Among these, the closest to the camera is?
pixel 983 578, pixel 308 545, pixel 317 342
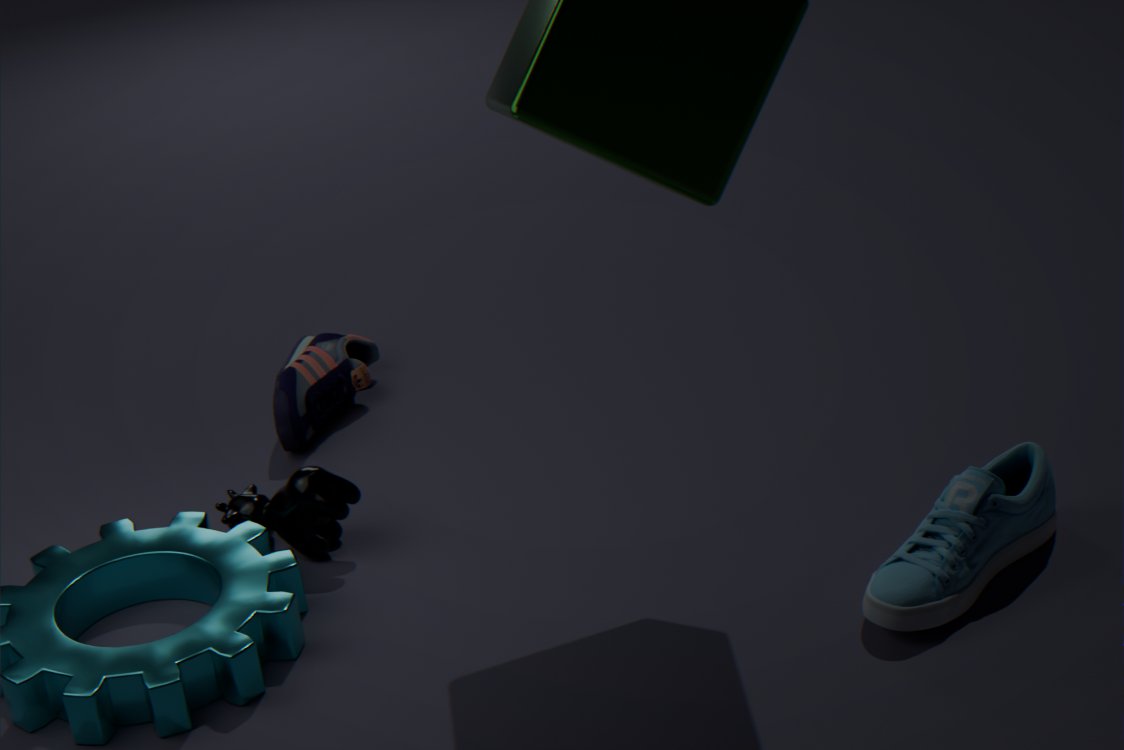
pixel 983 578
